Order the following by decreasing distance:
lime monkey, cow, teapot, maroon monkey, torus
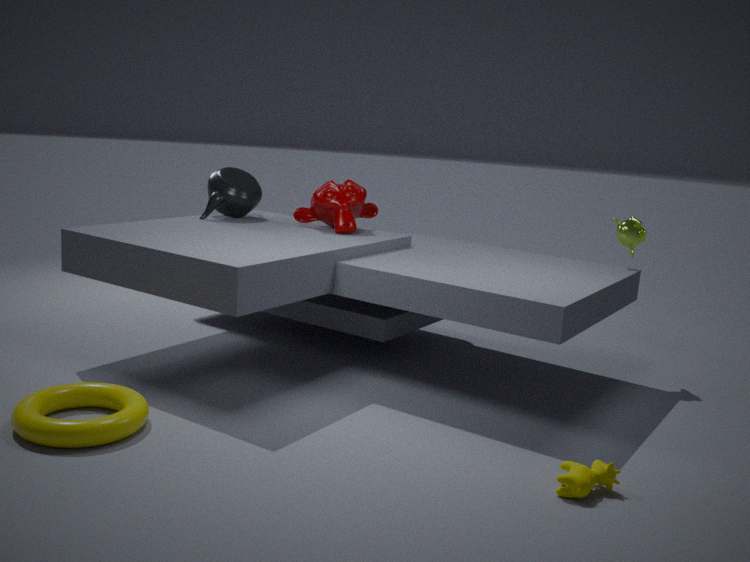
1. teapot
2. maroon monkey
3. lime monkey
4. torus
5. cow
